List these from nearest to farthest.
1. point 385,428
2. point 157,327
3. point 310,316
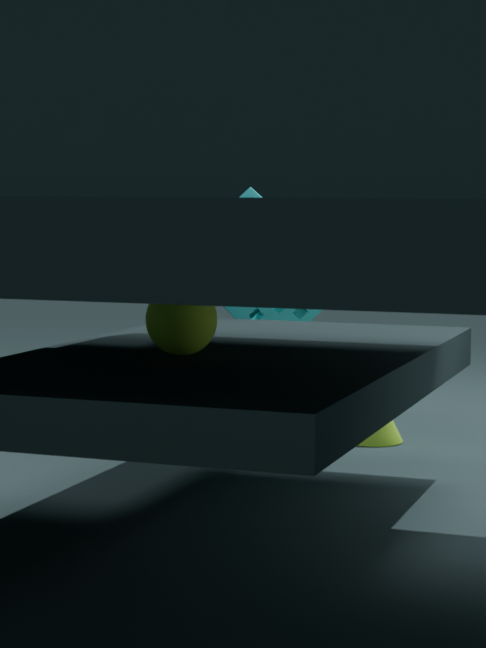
point 157,327 < point 385,428 < point 310,316
